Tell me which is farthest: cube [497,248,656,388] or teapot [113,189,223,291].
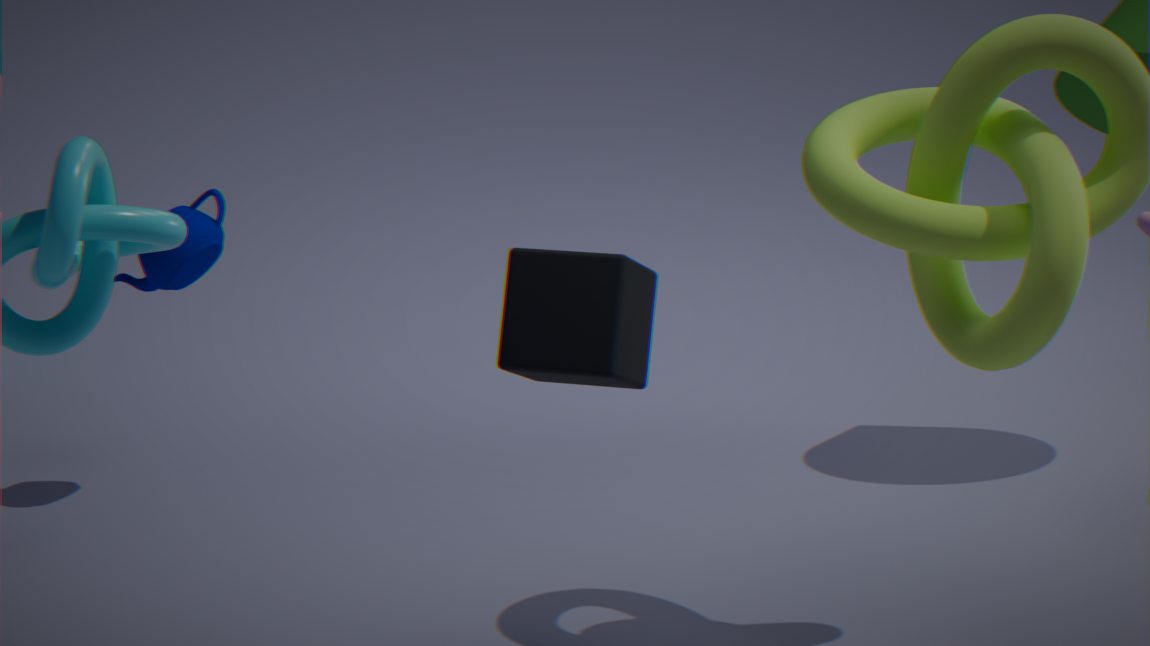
teapot [113,189,223,291]
